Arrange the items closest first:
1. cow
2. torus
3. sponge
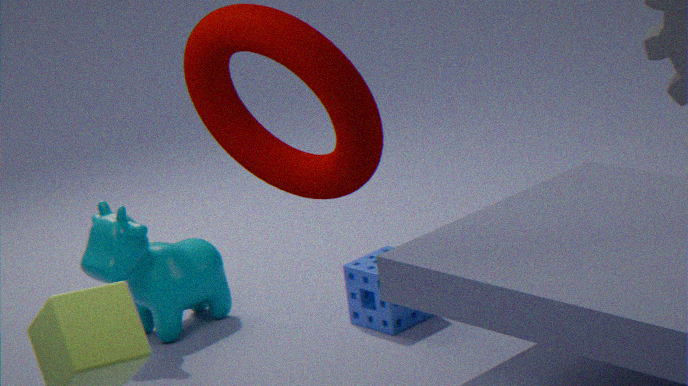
torus, cow, sponge
